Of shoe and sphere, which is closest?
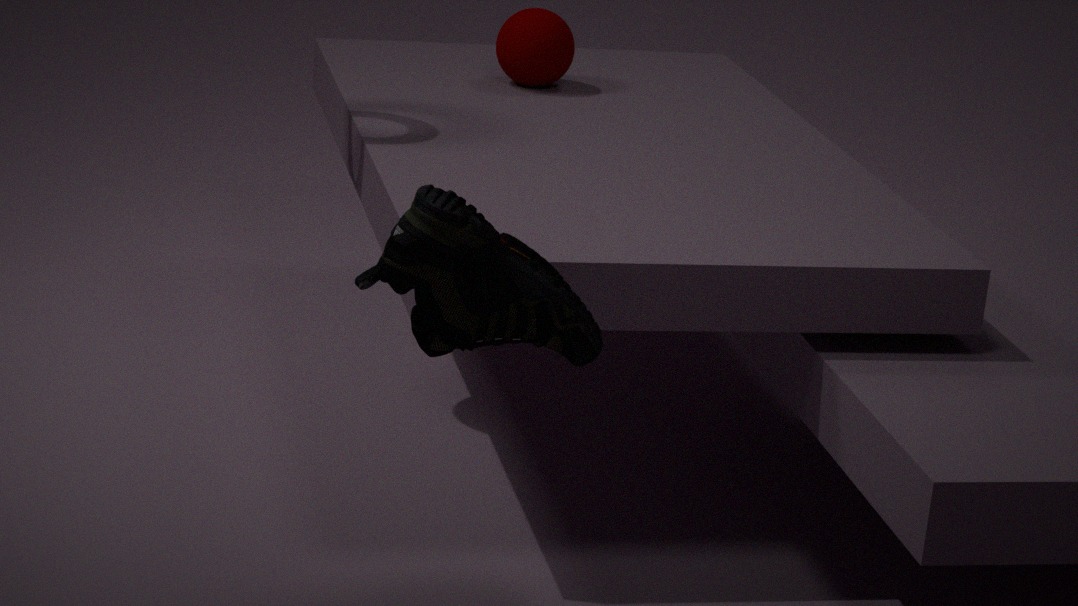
shoe
